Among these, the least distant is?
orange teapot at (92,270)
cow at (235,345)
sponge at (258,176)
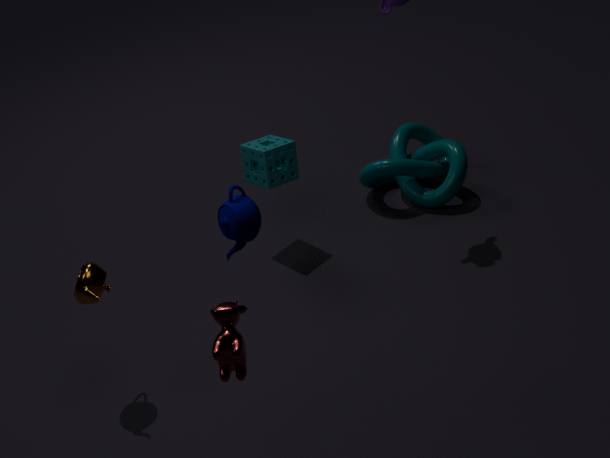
cow at (235,345)
